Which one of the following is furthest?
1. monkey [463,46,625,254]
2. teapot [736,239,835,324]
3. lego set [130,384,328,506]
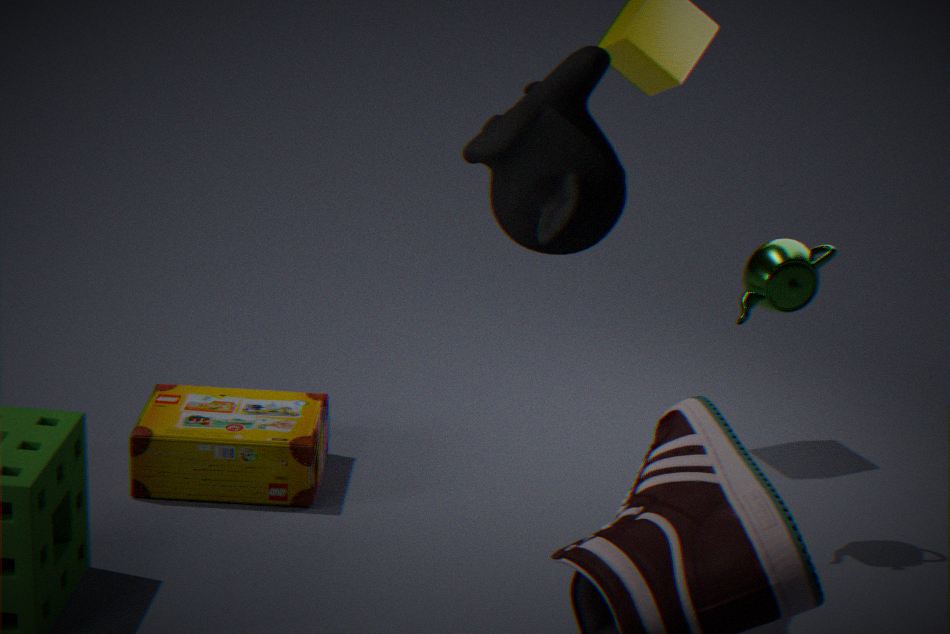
lego set [130,384,328,506]
